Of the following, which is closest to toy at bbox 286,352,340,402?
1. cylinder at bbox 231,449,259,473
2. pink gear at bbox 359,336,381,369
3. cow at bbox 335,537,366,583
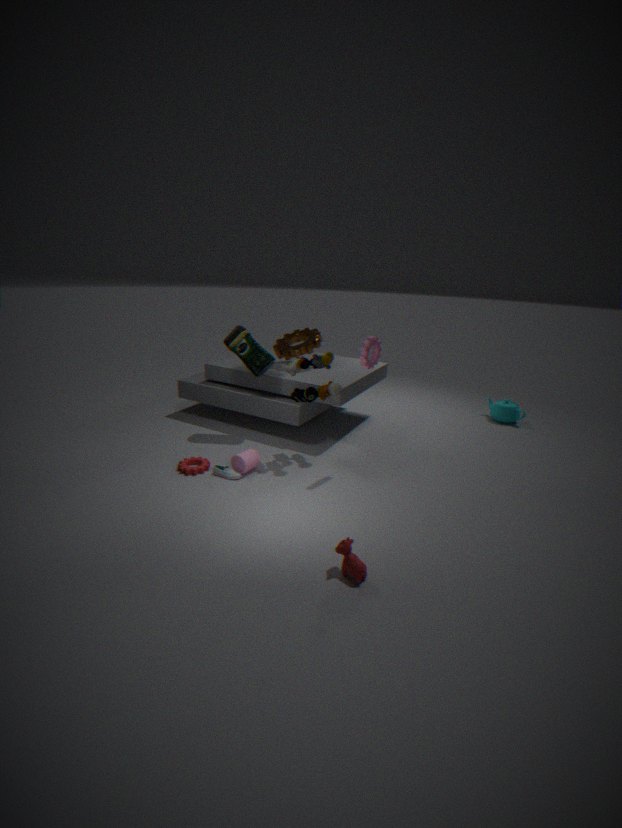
pink gear at bbox 359,336,381,369
